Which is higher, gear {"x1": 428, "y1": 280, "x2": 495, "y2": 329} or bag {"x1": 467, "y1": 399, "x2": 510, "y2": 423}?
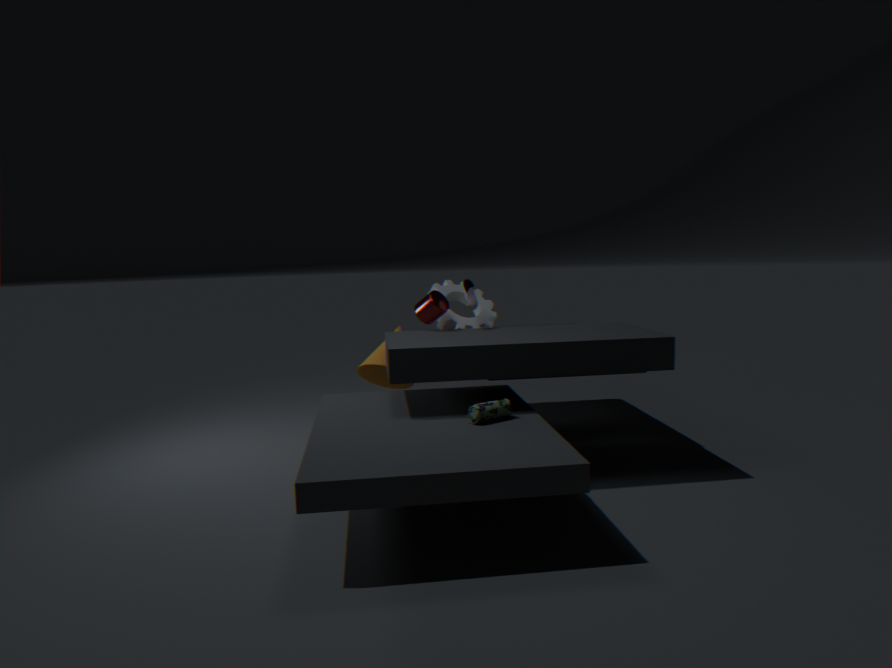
gear {"x1": 428, "y1": 280, "x2": 495, "y2": 329}
